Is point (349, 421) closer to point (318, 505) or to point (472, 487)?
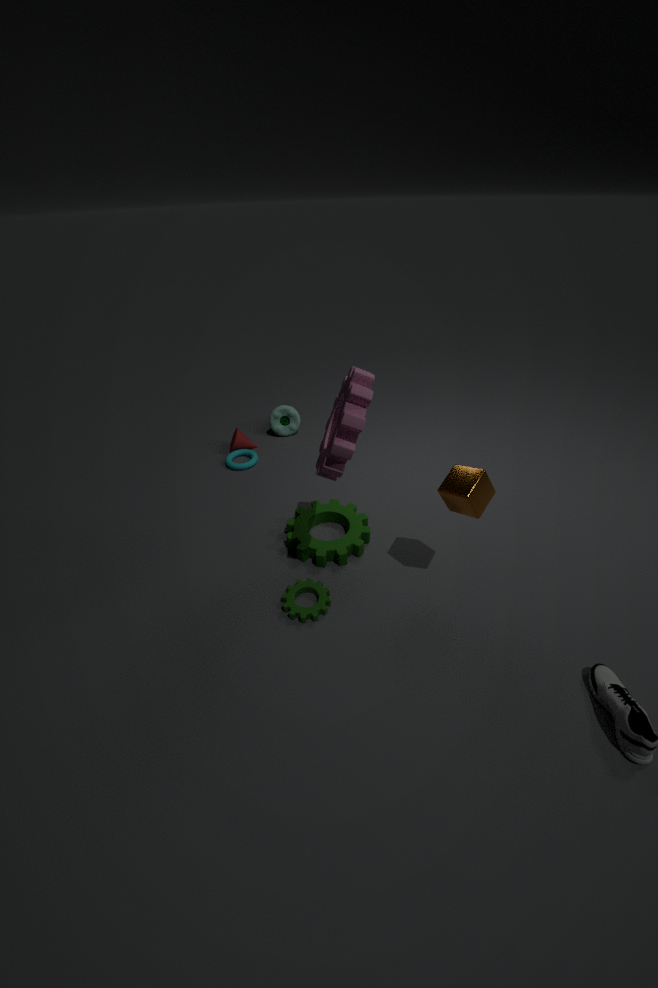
point (472, 487)
